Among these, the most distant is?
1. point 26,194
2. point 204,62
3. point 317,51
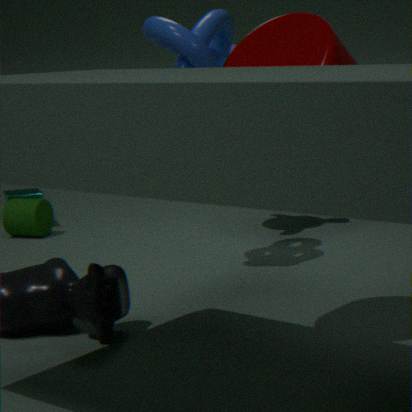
point 26,194
